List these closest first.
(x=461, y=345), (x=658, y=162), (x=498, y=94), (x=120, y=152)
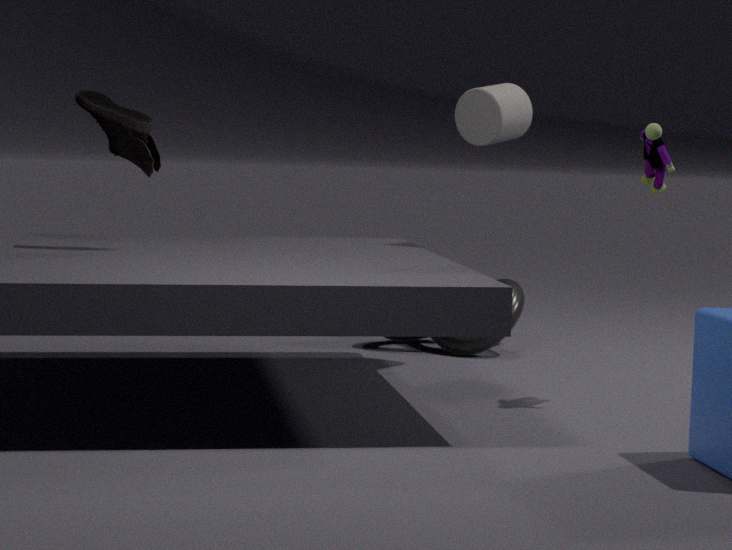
(x=658, y=162) < (x=120, y=152) < (x=498, y=94) < (x=461, y=345)
